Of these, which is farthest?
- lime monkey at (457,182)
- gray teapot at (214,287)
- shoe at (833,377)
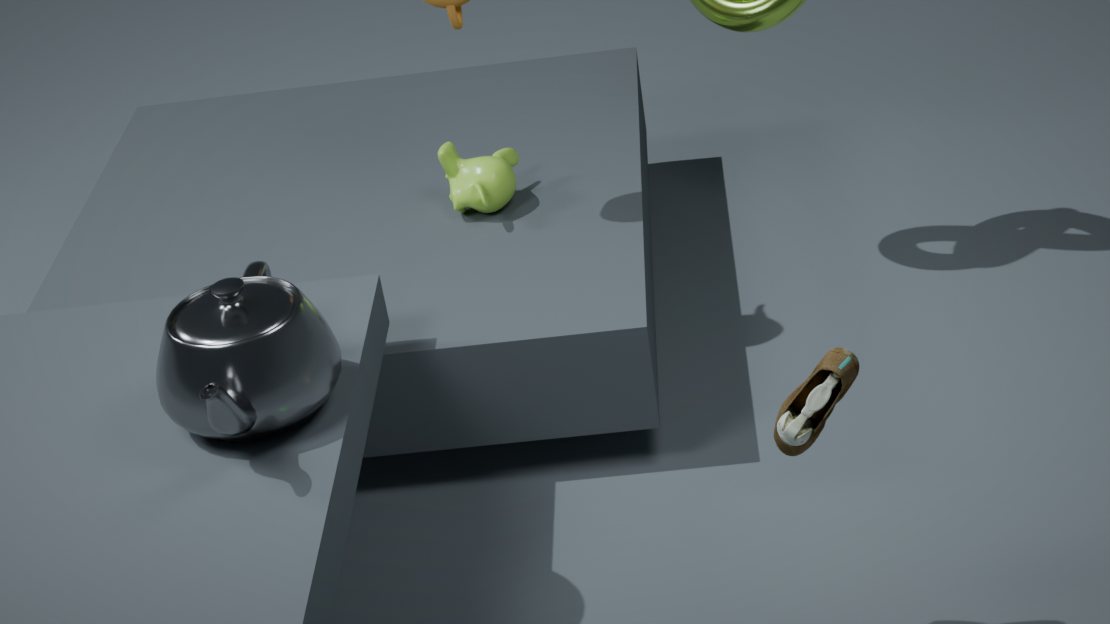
lime monkey at (457,182)
